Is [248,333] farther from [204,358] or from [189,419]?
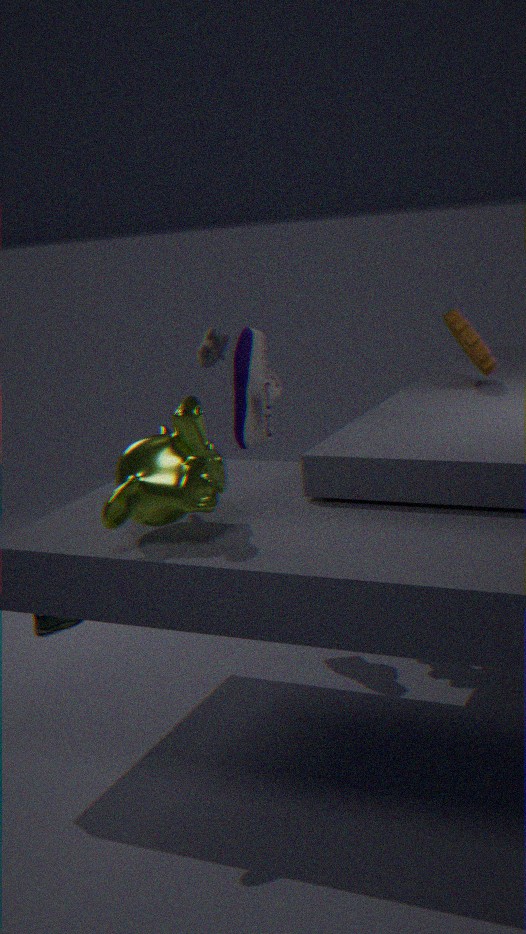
[189,419]
